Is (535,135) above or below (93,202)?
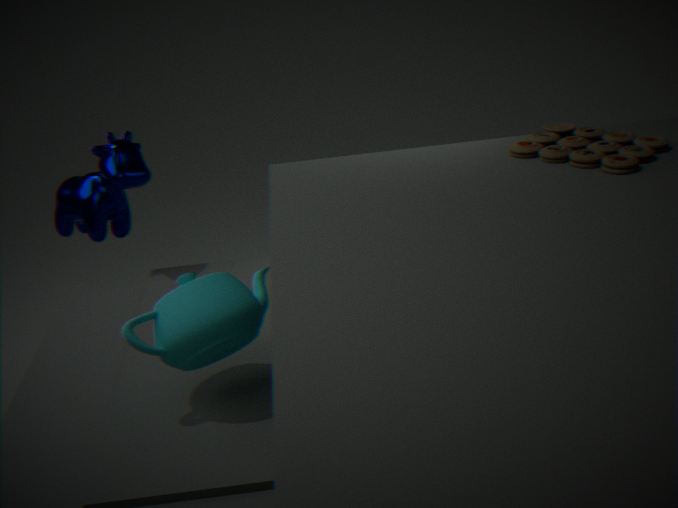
above
